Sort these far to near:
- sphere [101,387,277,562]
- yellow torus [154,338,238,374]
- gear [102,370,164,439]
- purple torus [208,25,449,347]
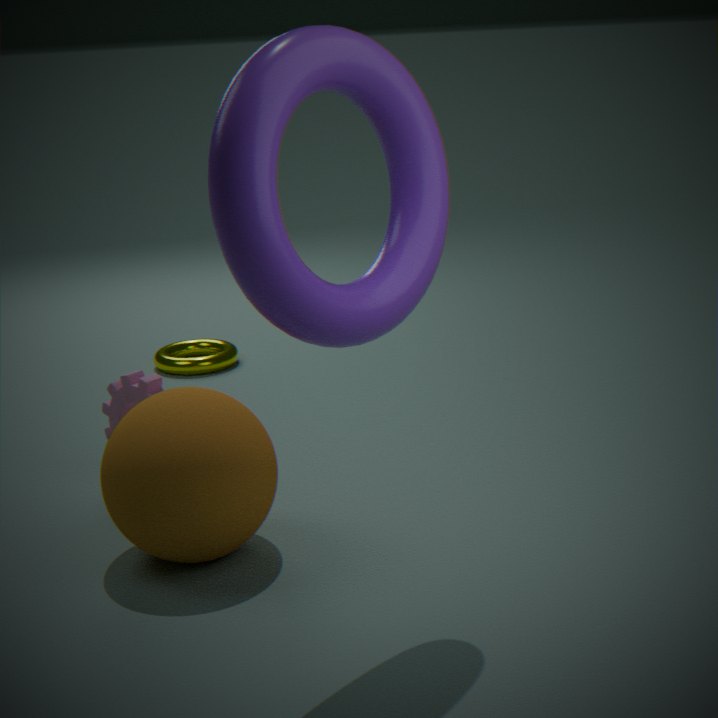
yellow torus [154,338,238,374] → gear [102,370,164,439] → sphere [101,387,277,562] → purple torus [208,25,449,347]
